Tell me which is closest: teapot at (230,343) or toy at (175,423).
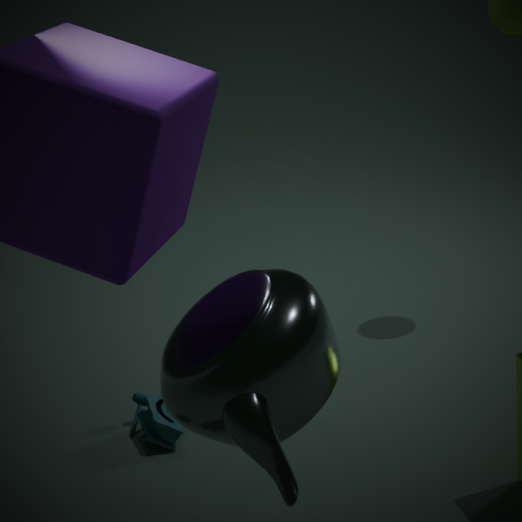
teapot at (230,343)
